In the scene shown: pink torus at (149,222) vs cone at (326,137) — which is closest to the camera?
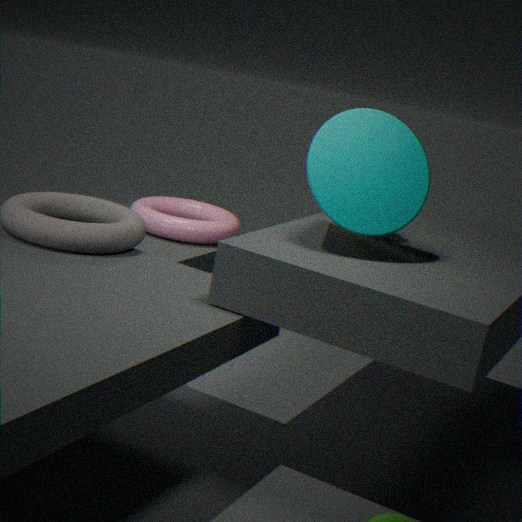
cone at (326,137)
